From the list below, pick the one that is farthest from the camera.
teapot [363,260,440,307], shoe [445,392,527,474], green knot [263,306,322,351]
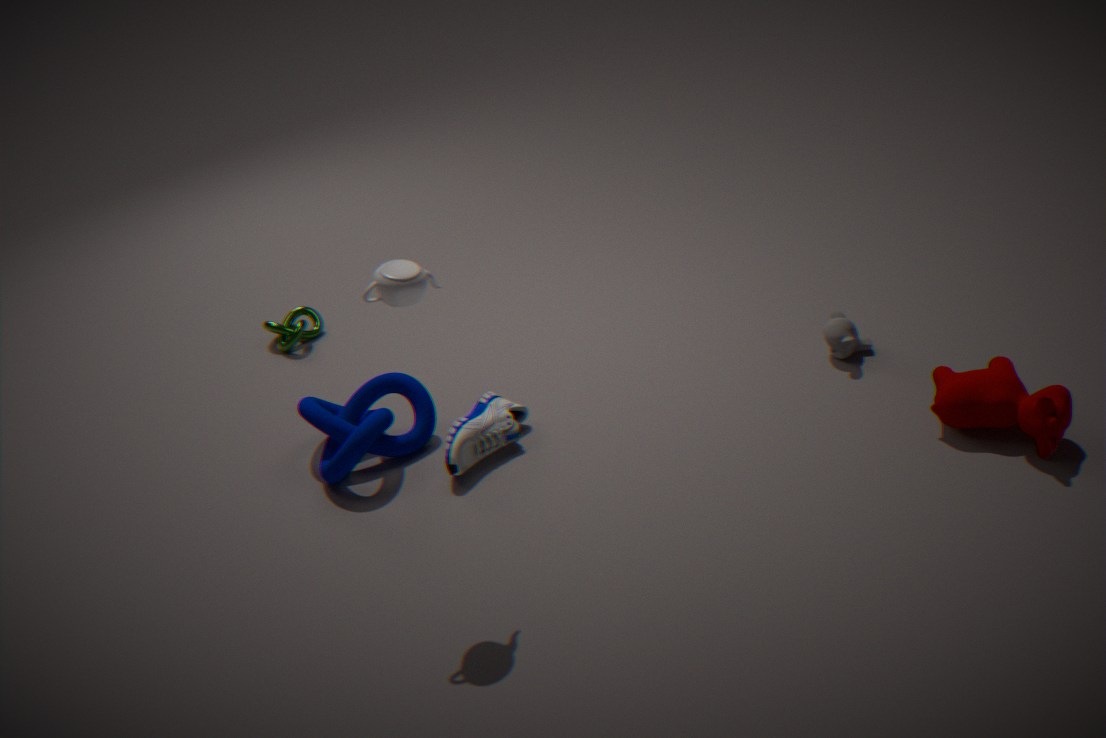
green knot [263,306,322,351]
